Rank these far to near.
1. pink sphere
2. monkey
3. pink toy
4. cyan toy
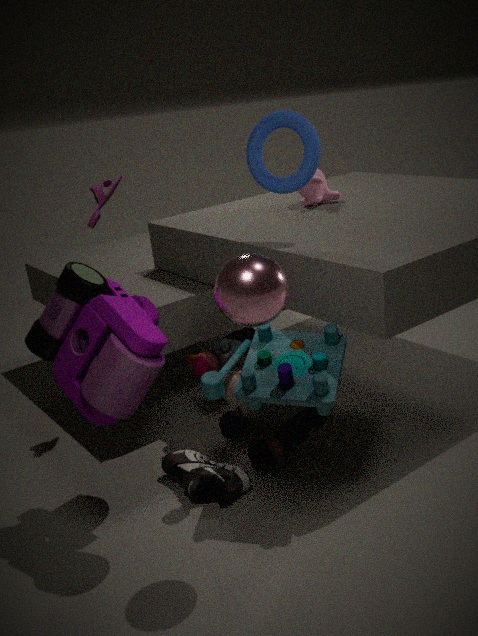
monkey → pink toy → cyan toy → pink sphere
